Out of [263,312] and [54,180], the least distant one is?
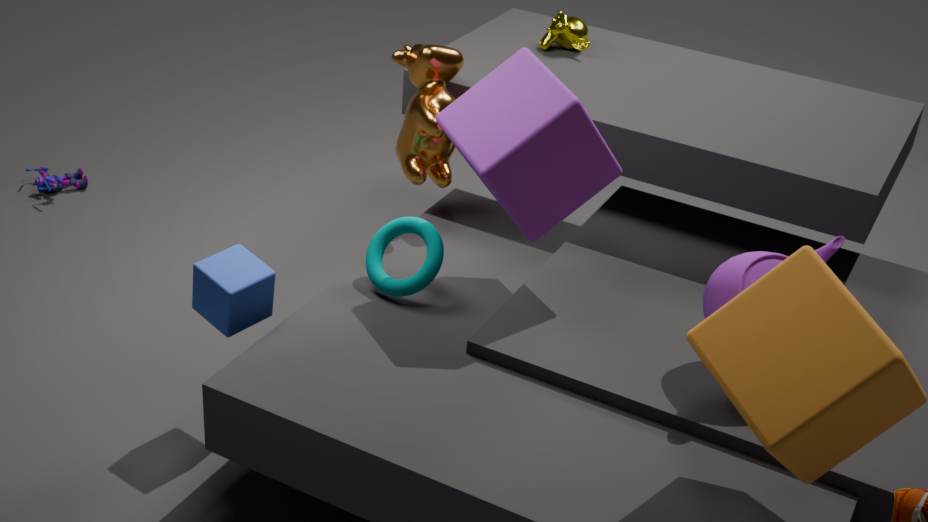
[263,312]
